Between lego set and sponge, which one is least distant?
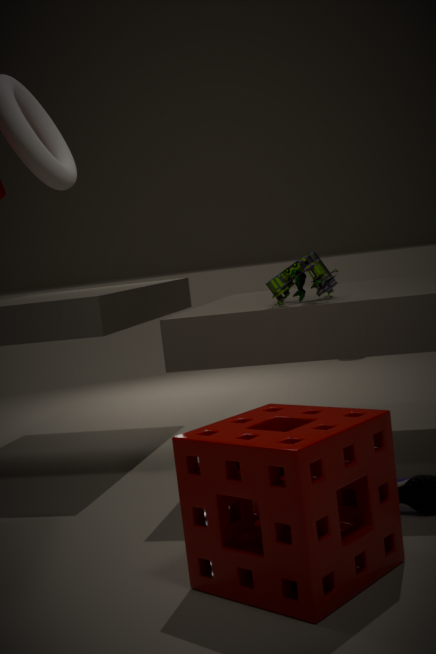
sponge
